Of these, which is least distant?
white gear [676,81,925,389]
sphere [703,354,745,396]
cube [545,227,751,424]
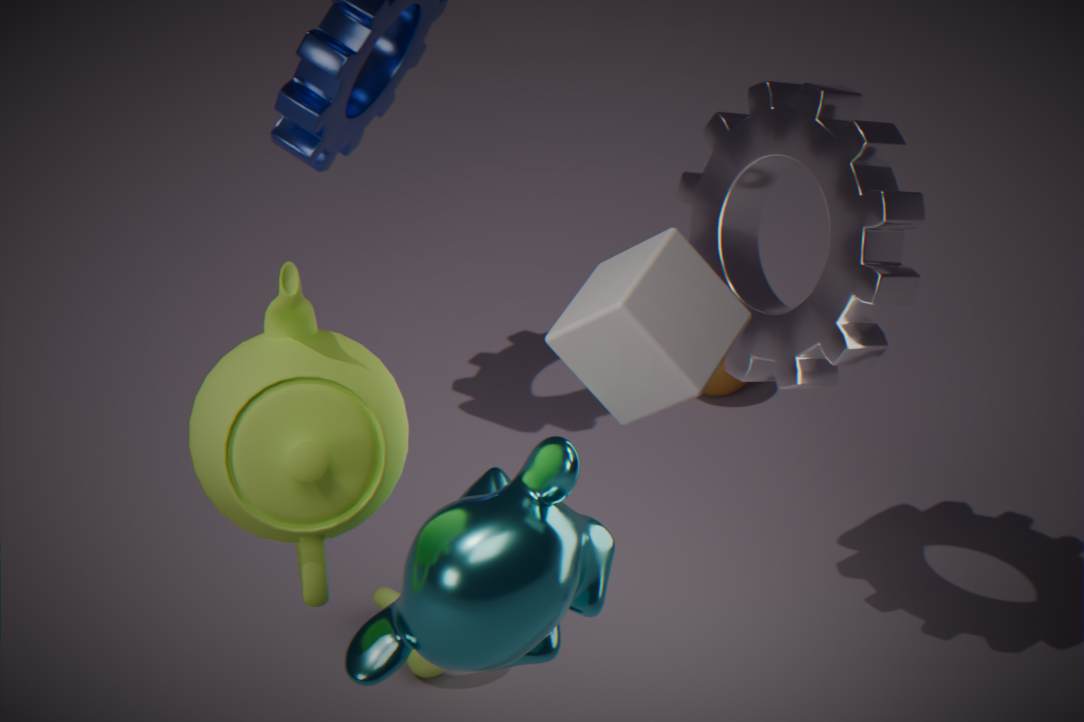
cube [545,227,751,424]
